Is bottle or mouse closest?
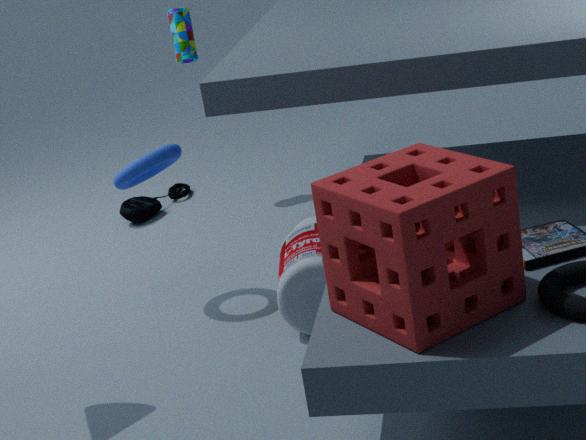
bottle
